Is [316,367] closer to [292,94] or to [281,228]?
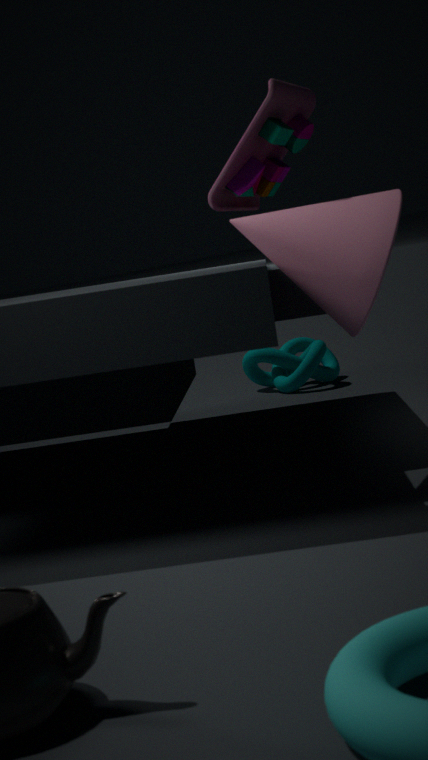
[292,94]
